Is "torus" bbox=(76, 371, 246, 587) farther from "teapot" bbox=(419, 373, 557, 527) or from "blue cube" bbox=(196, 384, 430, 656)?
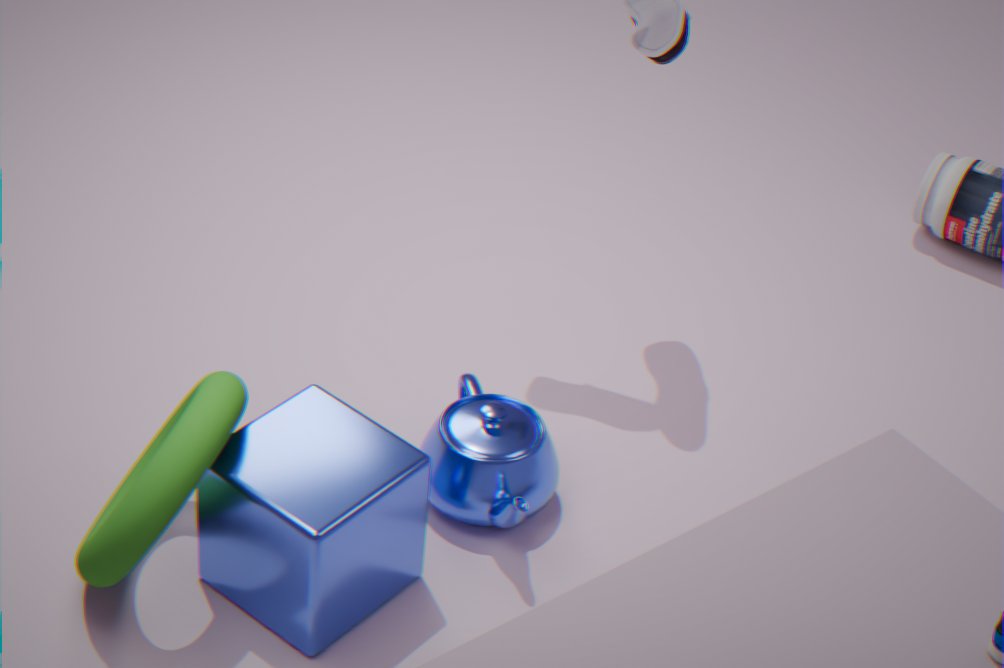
"teapot" bbox=(419, 373, 557, 527)
